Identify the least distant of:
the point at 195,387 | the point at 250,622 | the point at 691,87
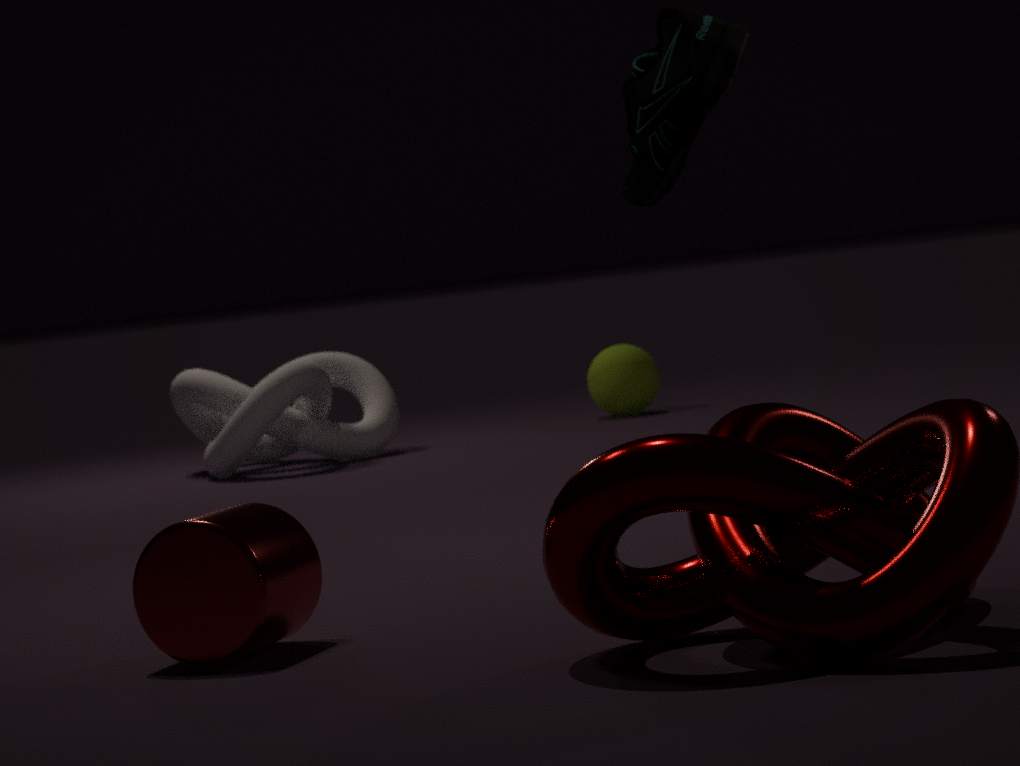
the point at 250,622
